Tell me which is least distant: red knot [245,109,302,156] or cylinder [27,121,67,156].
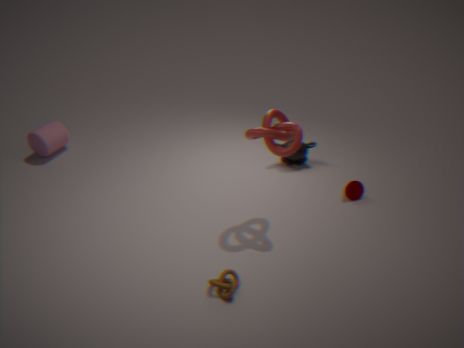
red knot [245,109,302,156]
